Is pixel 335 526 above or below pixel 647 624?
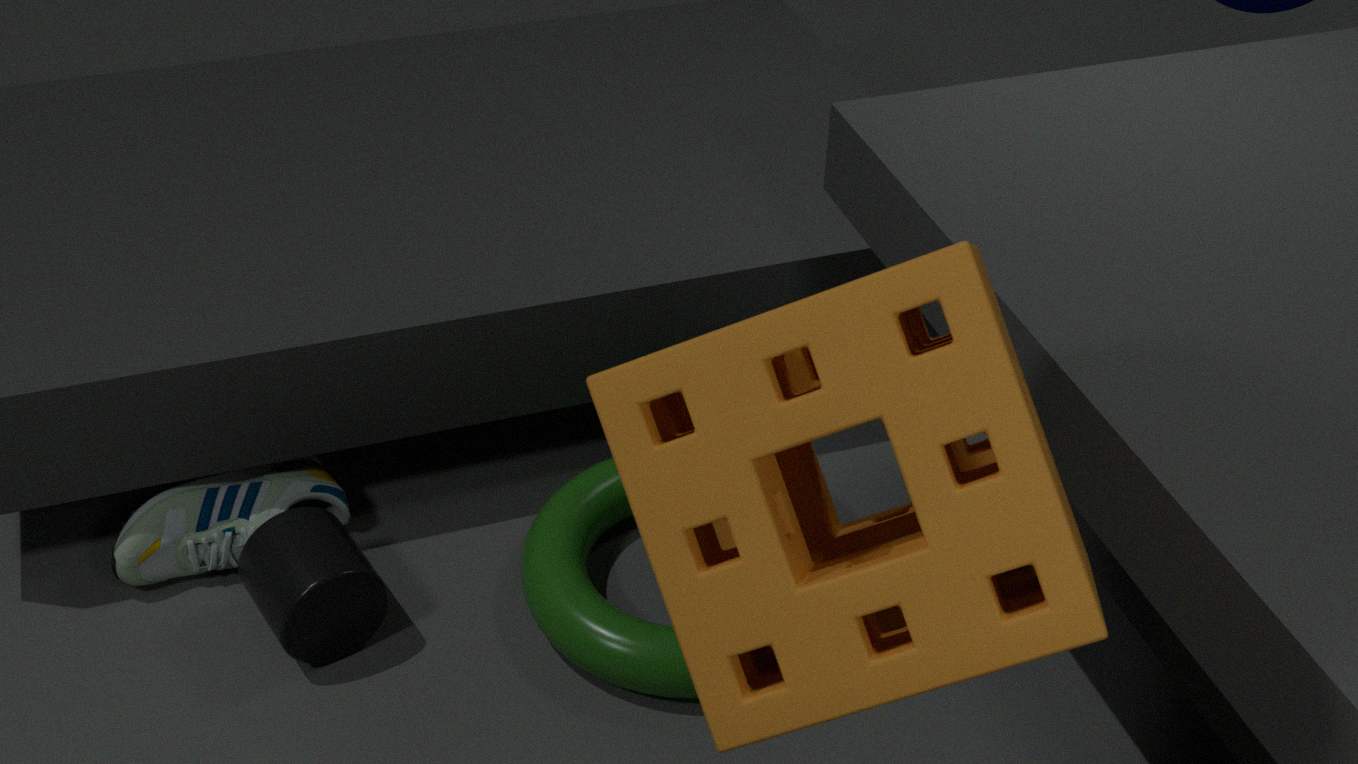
above
